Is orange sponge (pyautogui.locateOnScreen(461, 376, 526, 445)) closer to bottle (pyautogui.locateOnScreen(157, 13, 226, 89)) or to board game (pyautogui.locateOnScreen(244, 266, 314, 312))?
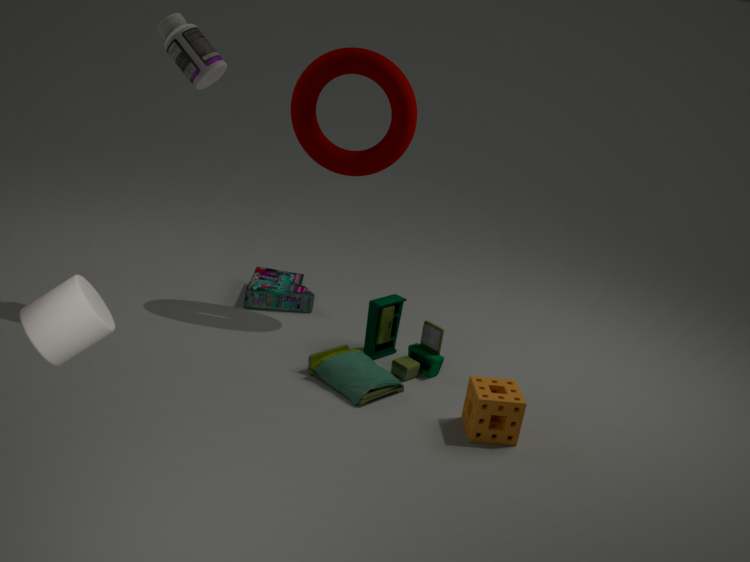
board game (pyautogui.locateOnScreen(244, 266, 314, 312))
